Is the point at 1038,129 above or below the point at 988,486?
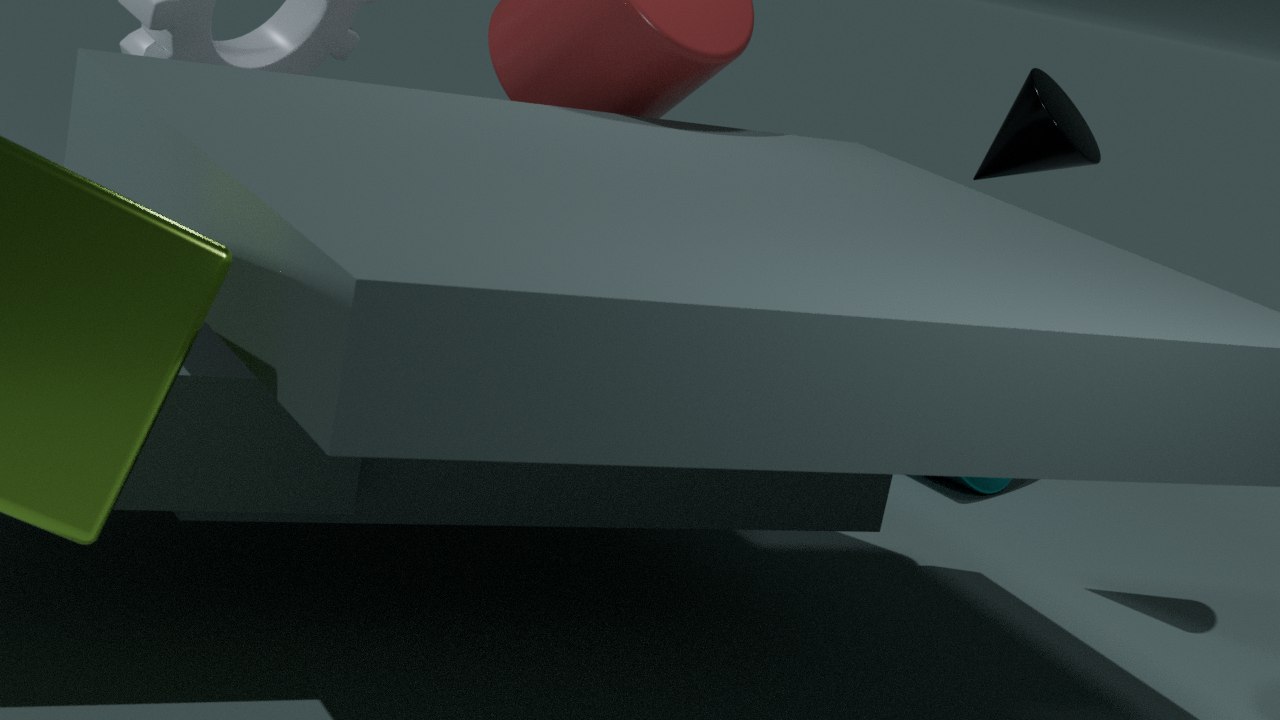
above
